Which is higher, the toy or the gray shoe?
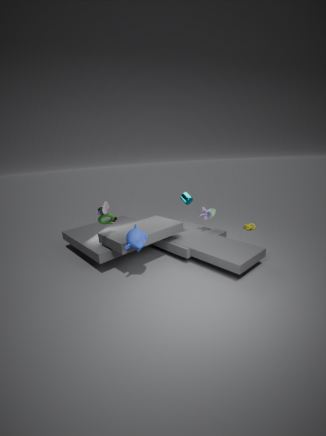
the gray shoe
